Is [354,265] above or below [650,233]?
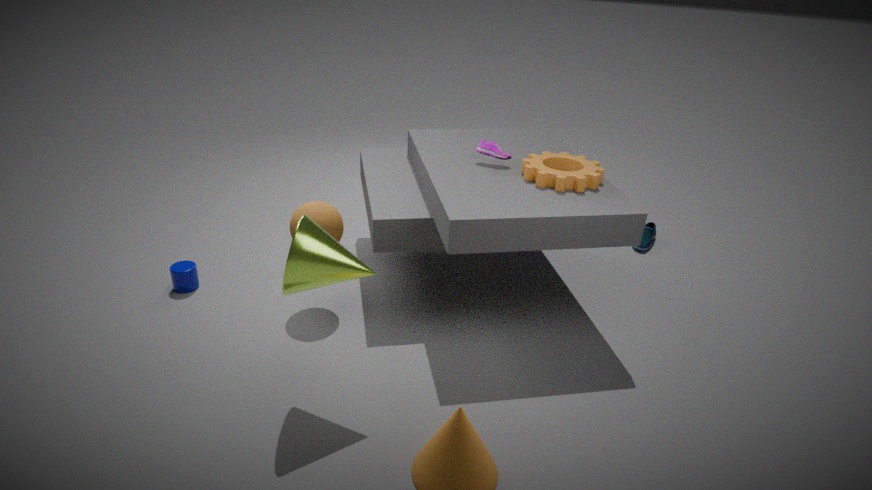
above
